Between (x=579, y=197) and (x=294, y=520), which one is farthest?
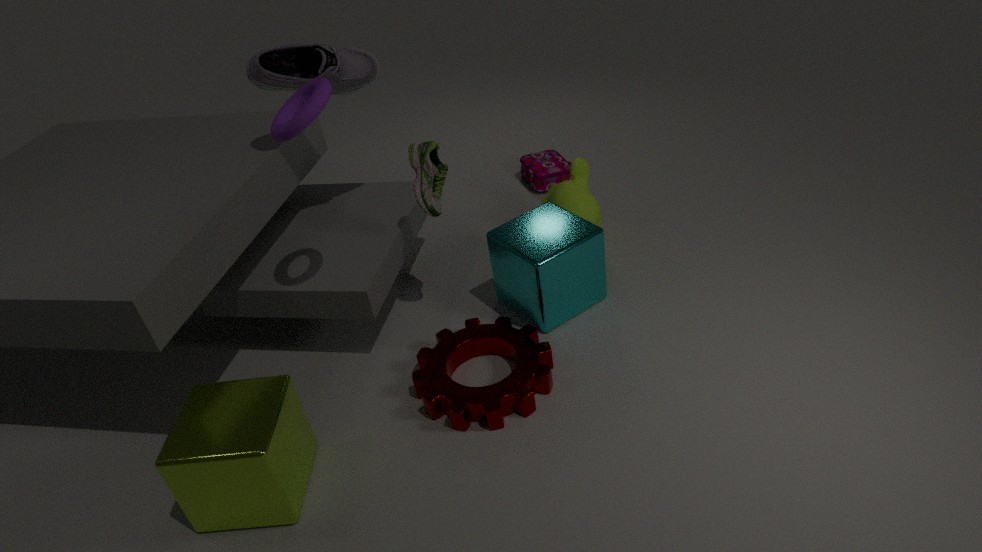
(x=579, y=197)
